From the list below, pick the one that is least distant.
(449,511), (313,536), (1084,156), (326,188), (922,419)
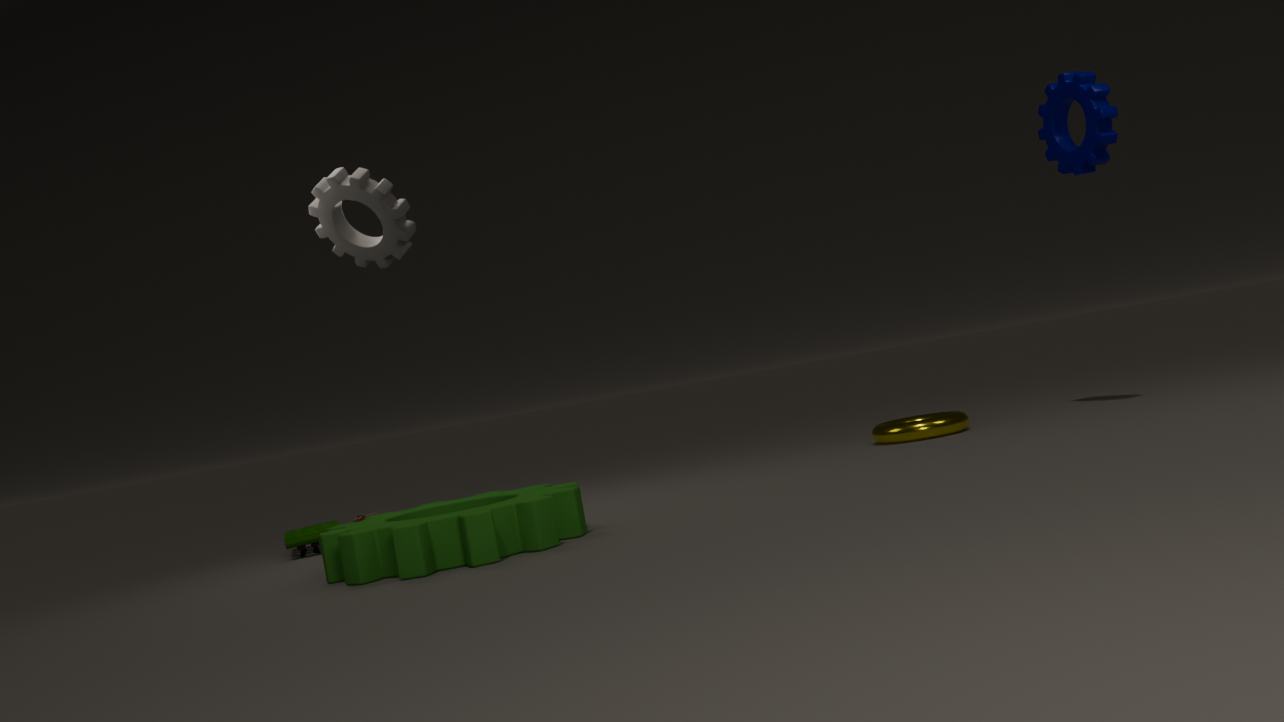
(449,511)
